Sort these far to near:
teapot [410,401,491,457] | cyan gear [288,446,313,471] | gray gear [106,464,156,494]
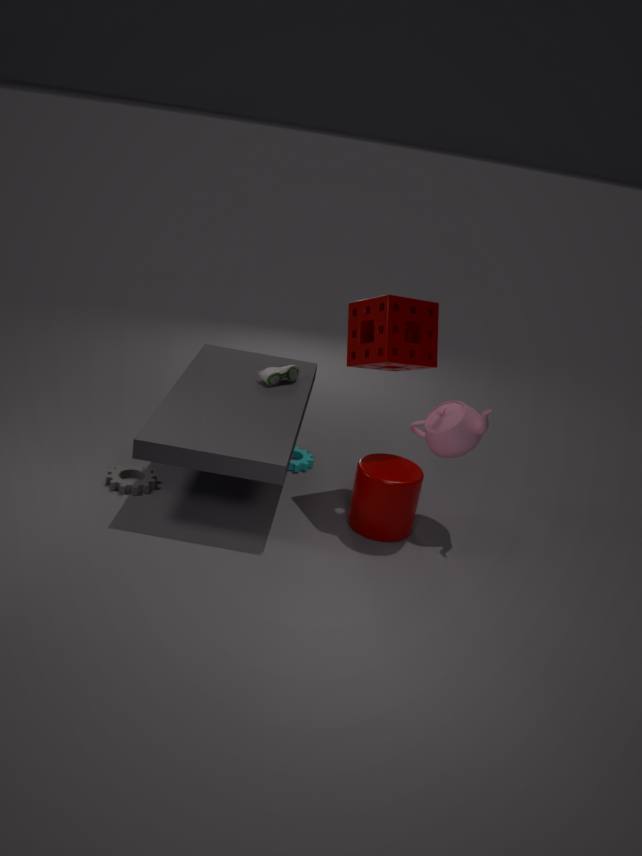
cyan gear [288,446,313,471] < gray gear [106,464,156,494] < teapot [410,401,491,457]
